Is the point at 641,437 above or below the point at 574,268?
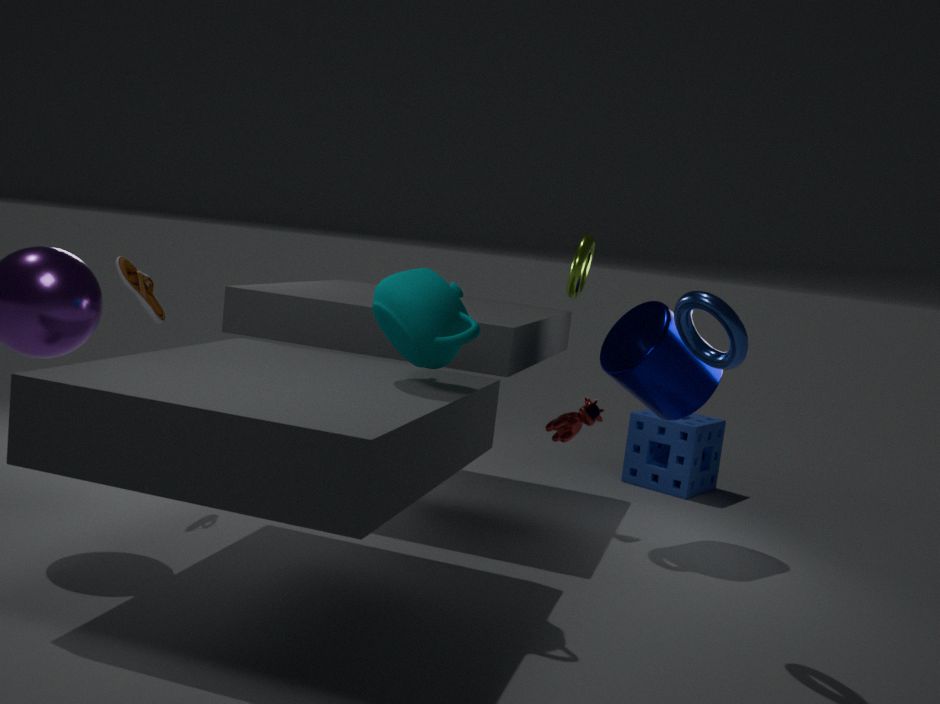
below
